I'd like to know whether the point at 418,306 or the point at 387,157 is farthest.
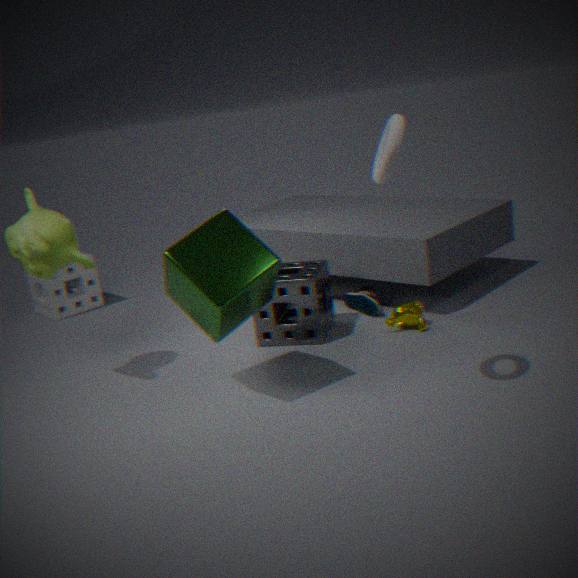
the point at 418,306
